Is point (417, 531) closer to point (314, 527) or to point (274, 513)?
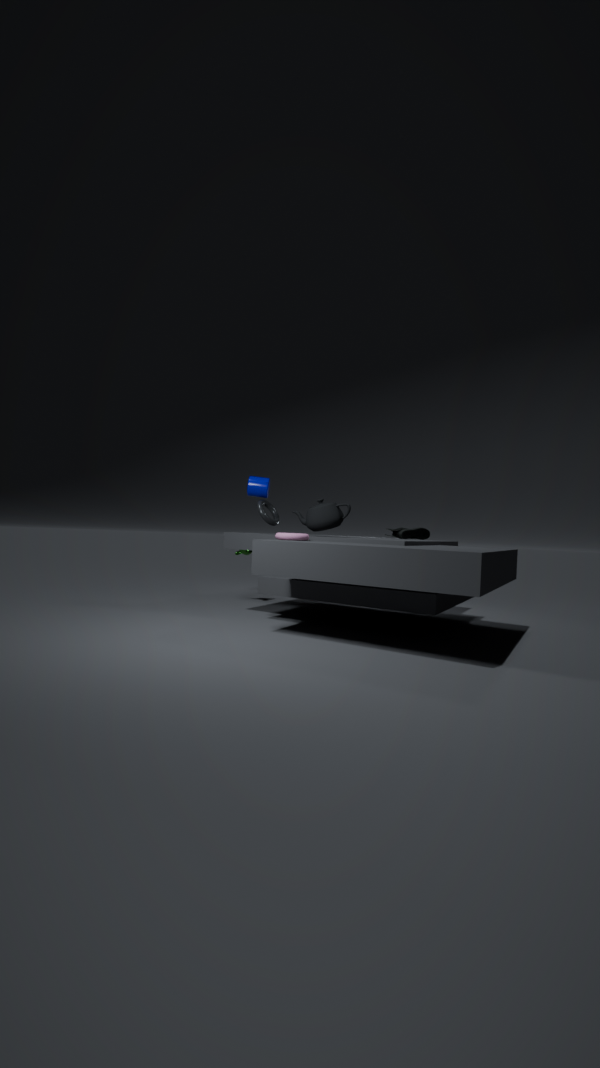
point (314, 527)
